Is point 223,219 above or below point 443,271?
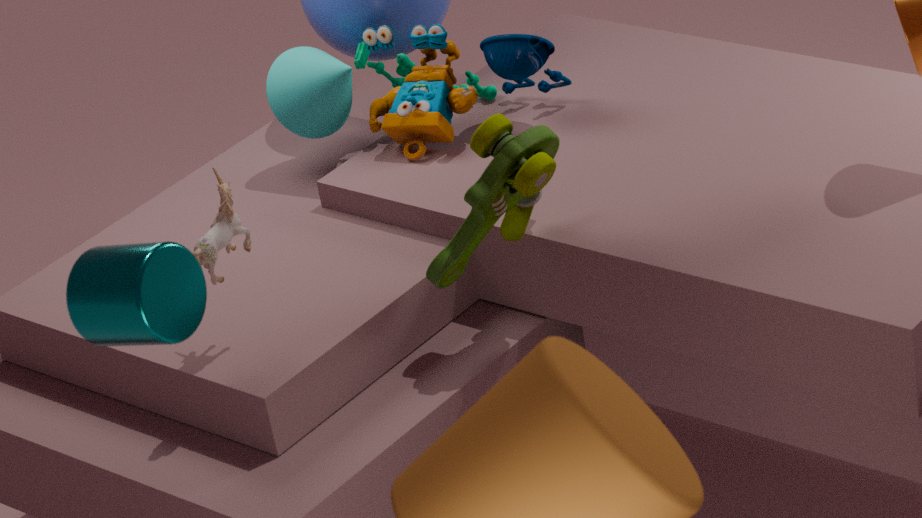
above
